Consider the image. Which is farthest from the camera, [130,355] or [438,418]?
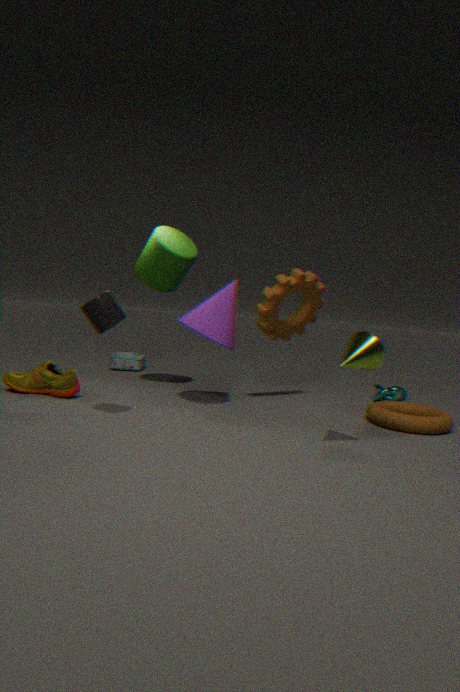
[130,355]
